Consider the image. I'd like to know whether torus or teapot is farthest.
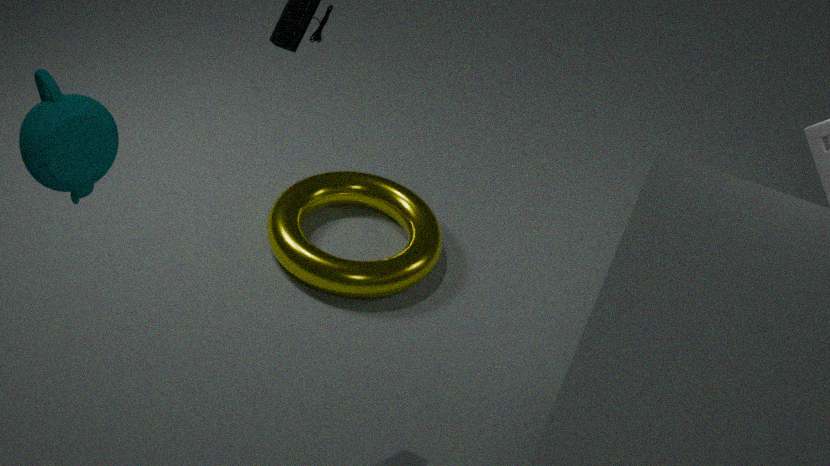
torus
